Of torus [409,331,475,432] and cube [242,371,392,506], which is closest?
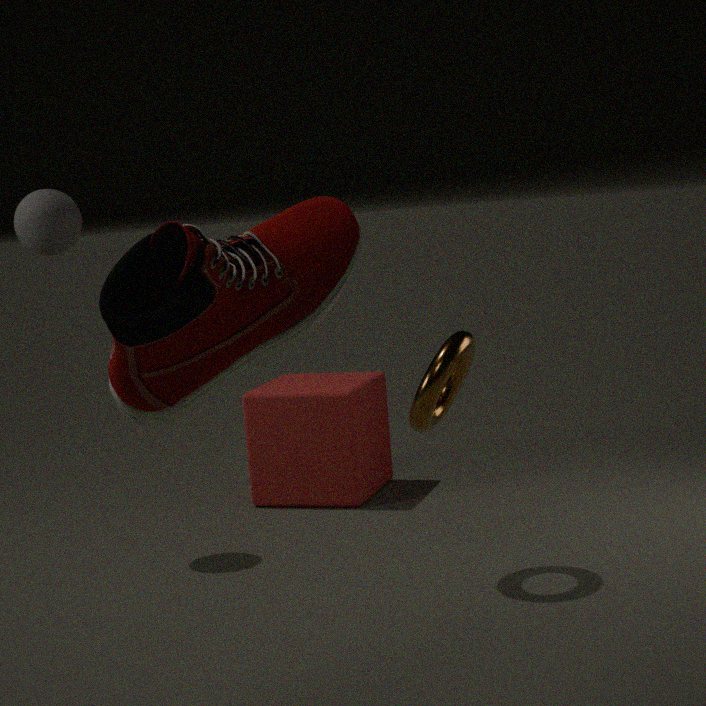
torus [409,331,475,432]
